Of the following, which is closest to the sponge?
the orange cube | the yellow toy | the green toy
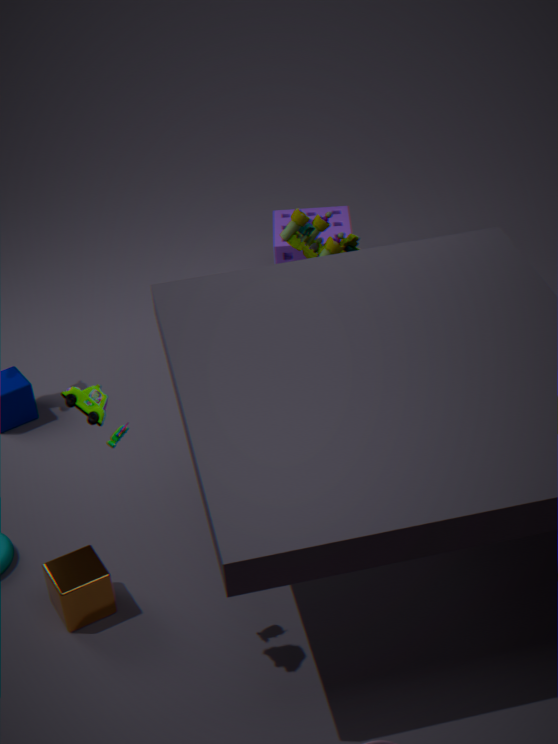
the yellow toy
